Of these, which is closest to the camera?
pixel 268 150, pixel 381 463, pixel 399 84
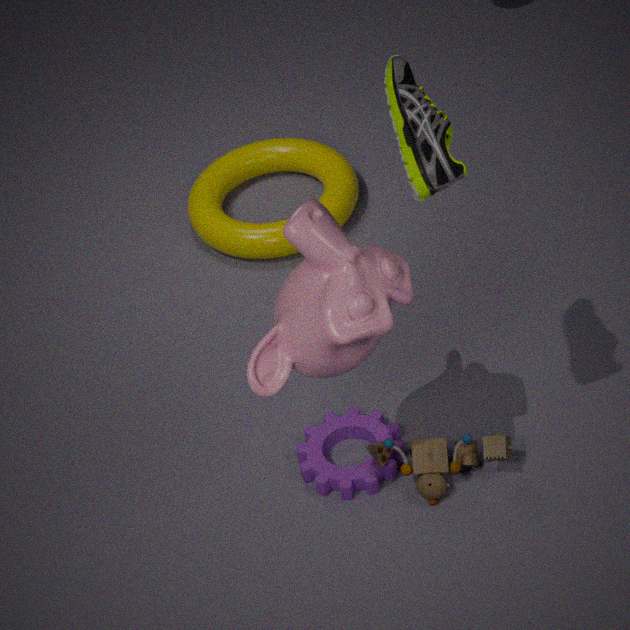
pixel 399 84
